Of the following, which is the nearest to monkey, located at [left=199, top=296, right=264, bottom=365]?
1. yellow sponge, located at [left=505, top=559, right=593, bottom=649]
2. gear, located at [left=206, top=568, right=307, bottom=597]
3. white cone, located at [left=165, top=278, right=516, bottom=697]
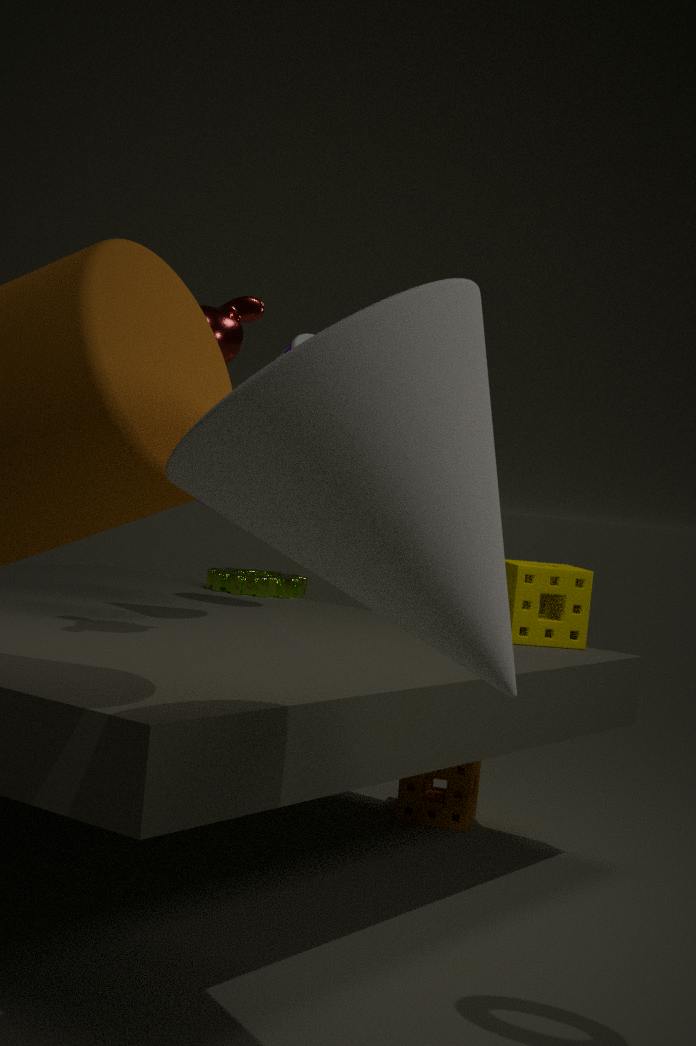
white cone, located at [left=165, top=278, right=516, bottom=697]
